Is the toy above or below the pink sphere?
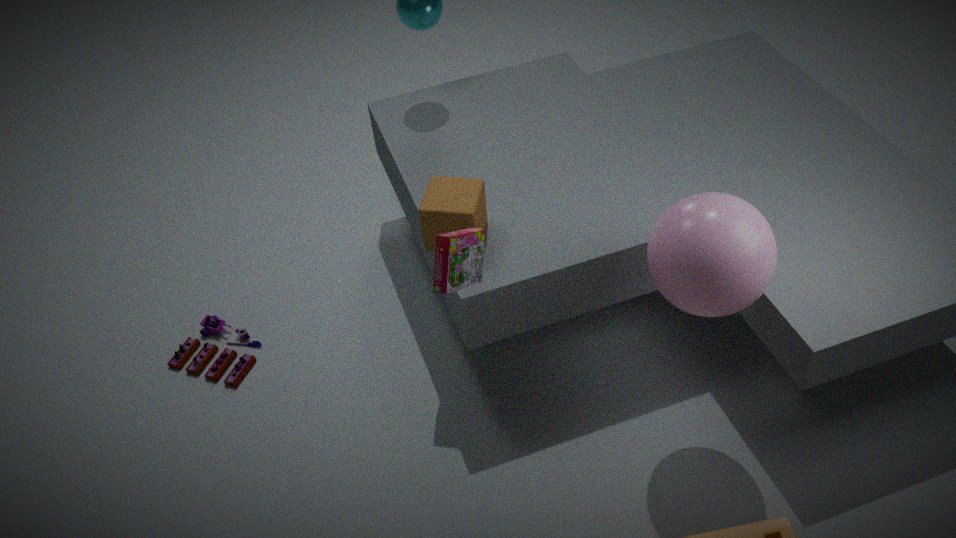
below
